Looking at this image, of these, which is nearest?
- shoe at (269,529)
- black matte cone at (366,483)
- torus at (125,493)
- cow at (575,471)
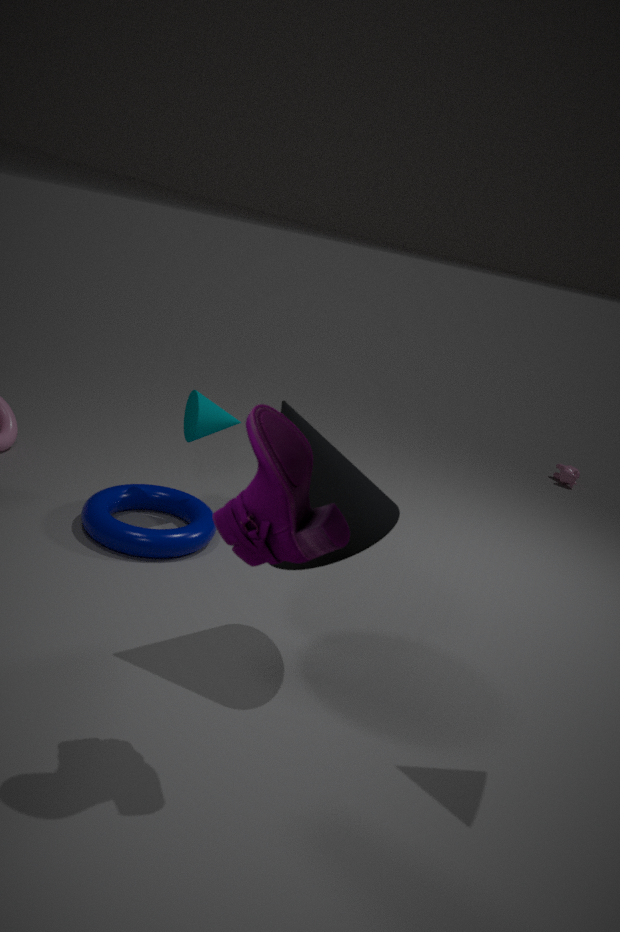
shoe at (269,529)
